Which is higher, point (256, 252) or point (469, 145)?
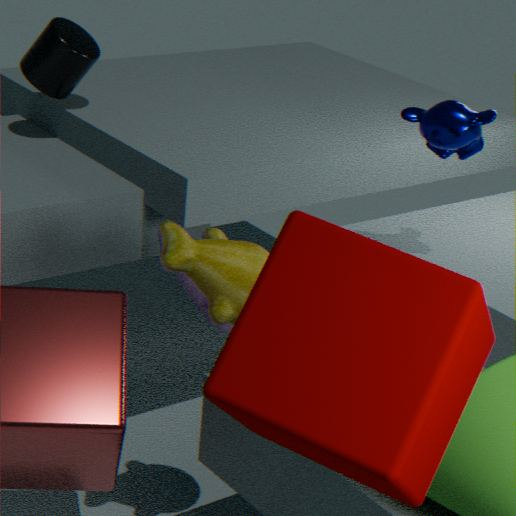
point (469, 145)
